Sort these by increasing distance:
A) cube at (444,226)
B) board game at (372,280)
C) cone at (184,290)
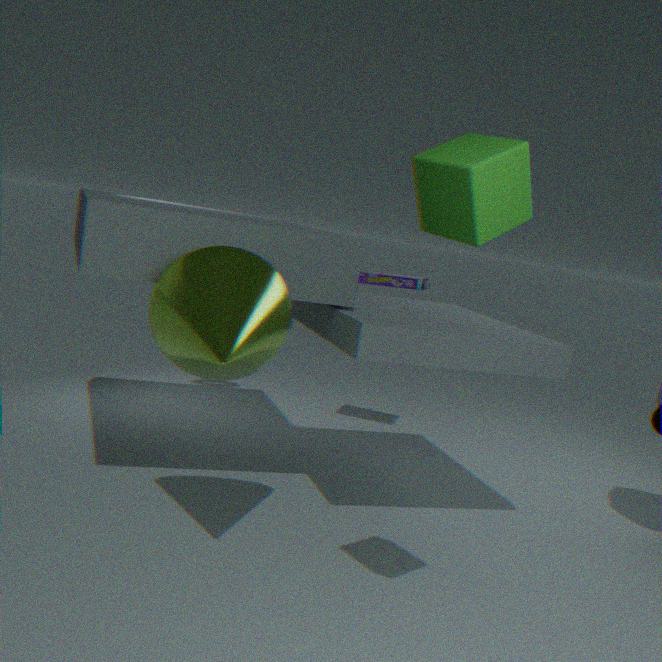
cube at (444,226)
cone at (184,290)
board game at (372,280)
